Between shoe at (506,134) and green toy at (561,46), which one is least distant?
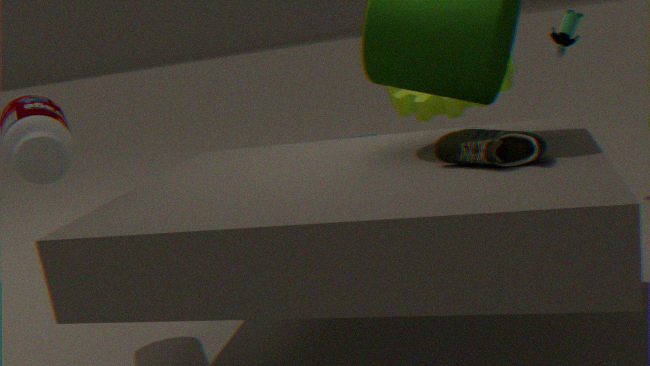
shoe at (506,134)
